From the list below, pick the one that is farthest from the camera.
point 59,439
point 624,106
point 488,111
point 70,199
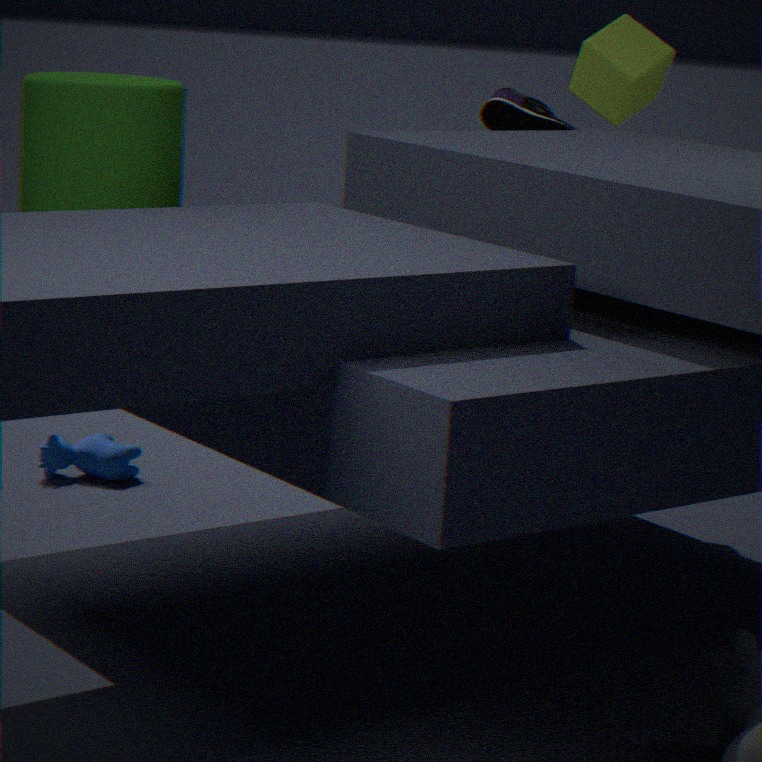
point 488,111
